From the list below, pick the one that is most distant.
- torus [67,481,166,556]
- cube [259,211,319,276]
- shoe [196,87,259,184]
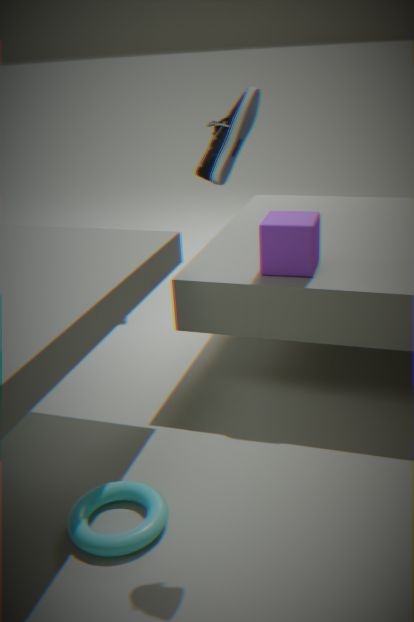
cube [259,211,319,276]
